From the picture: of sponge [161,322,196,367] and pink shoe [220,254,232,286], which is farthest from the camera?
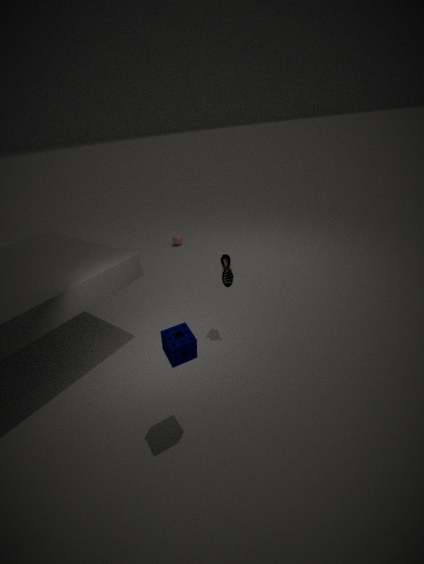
pink shoe [220,254,232,286]
